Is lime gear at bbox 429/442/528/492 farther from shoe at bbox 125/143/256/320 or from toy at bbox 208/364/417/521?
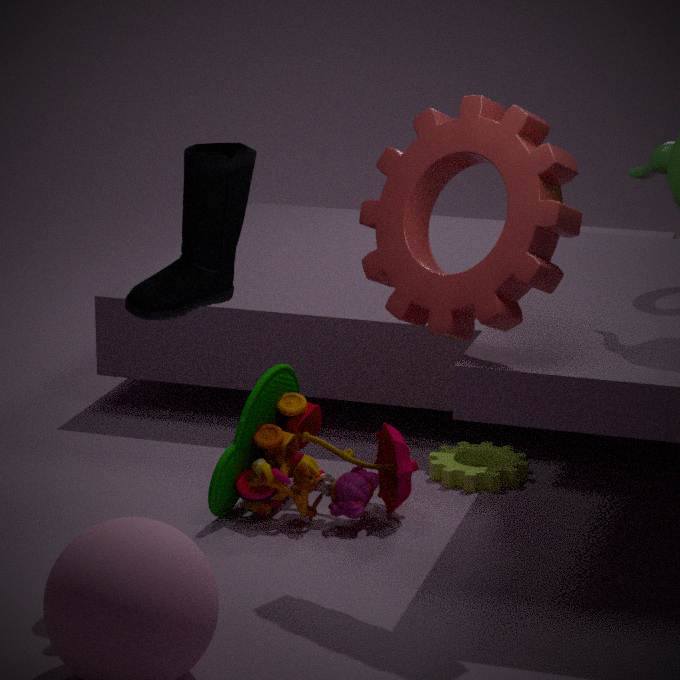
shoe at bbox 125/143/256/320
